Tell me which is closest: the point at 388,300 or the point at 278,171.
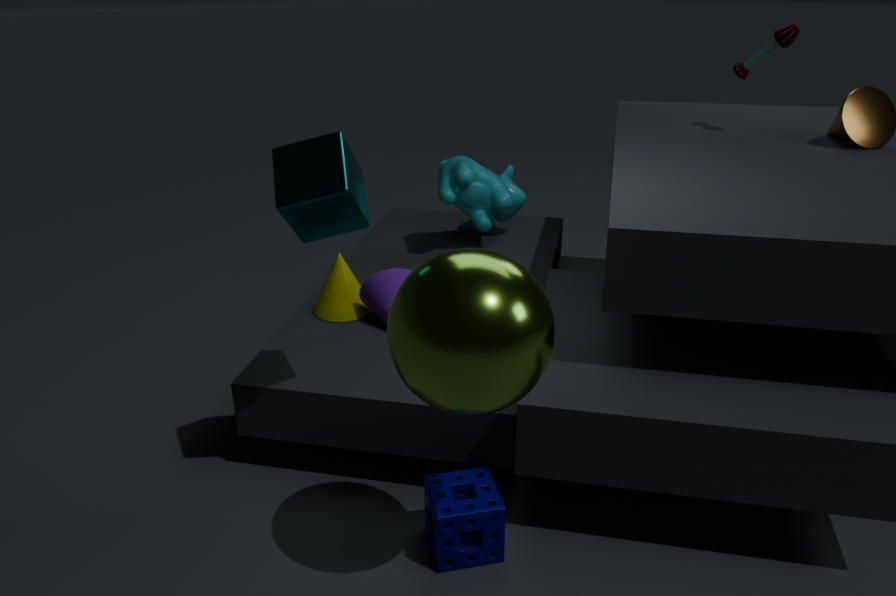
the point at 278,171
